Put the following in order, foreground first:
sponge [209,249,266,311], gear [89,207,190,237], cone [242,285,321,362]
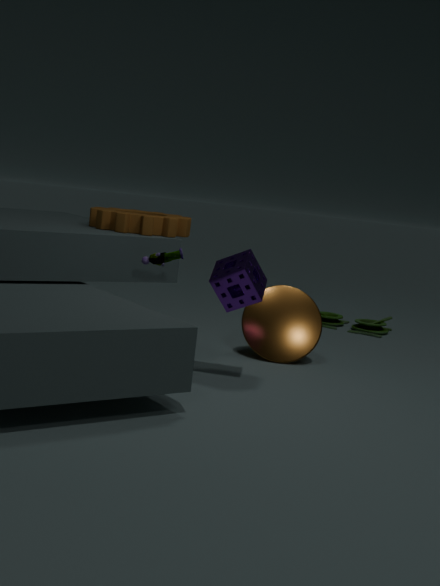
sponge [209,249,266,311], gear [89,207,190,237], cone [242,285,321,362]
